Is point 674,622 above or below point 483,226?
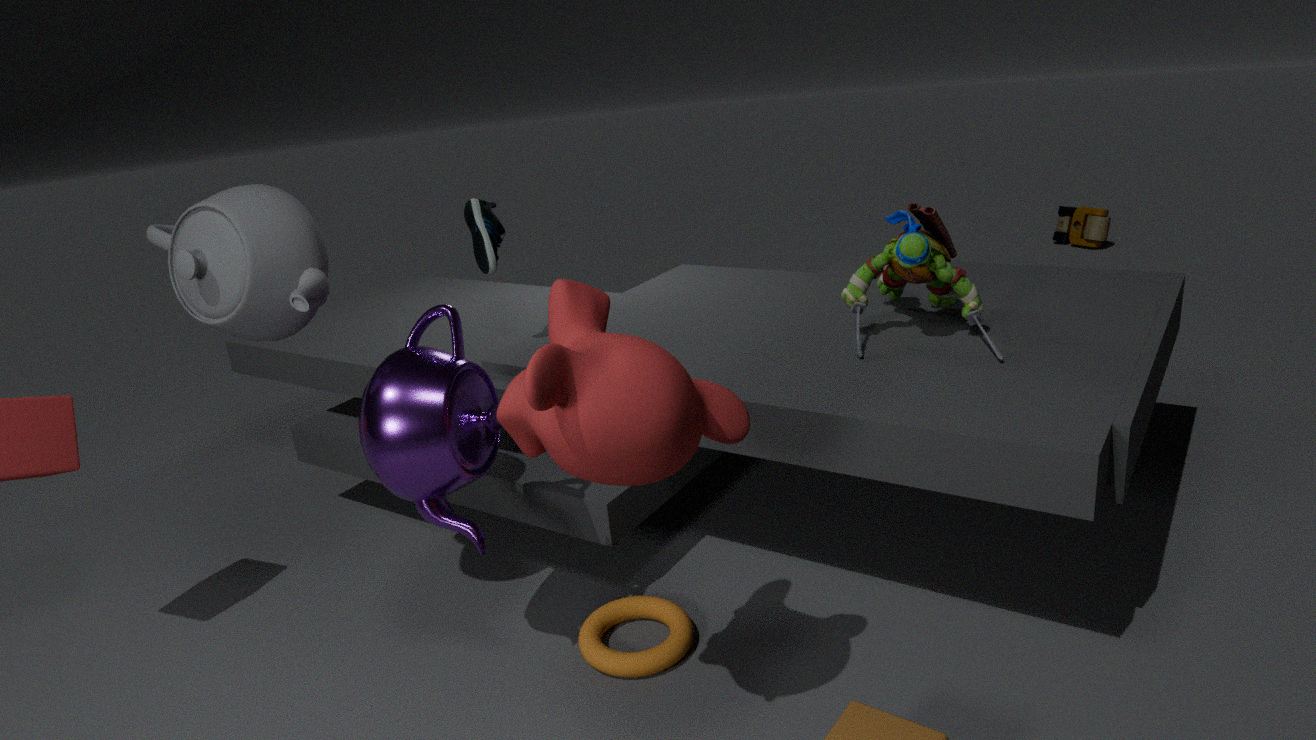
below
